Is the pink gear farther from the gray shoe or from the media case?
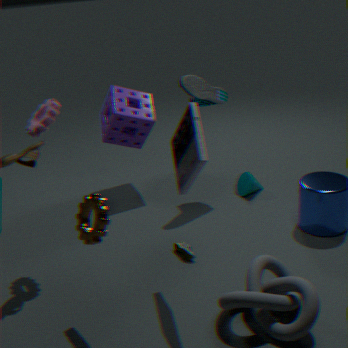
the gray shoe
